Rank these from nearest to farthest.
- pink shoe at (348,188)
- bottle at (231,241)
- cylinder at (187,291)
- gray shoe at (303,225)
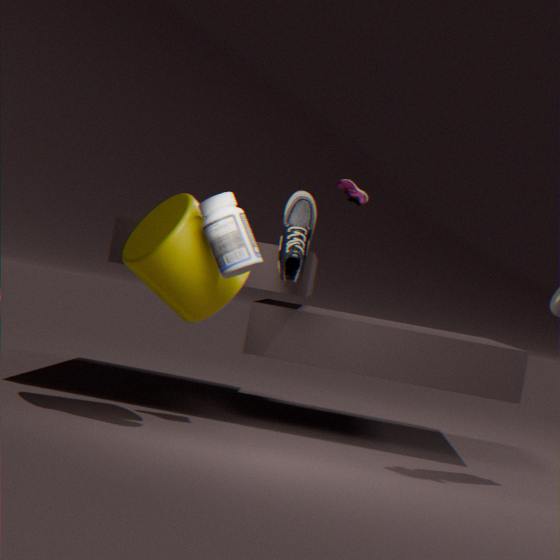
bottle at (231,241) < cylinder at (187,291) < gray shoe at (303,225) < pink shoe at (348,188)
